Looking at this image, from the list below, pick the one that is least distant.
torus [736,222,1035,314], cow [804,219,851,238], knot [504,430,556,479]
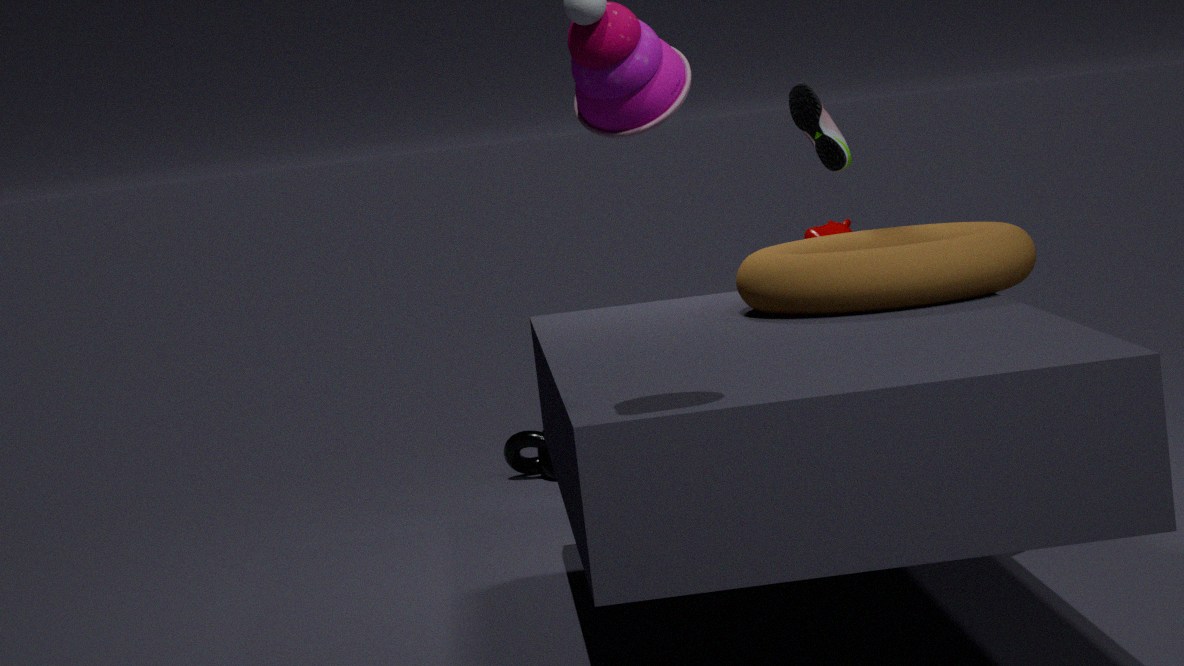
torus [736,222,1035,314]
